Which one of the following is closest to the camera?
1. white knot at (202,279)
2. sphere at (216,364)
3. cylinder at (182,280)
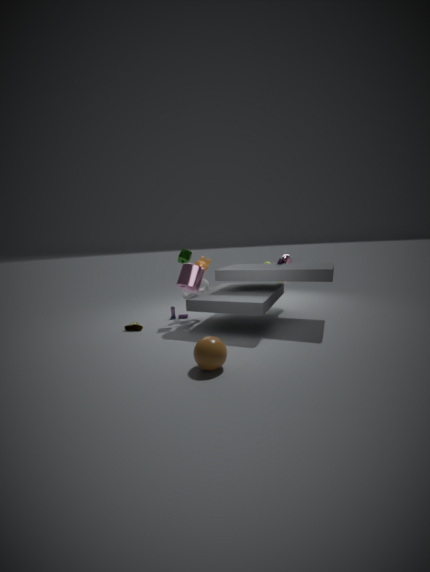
sphere at (216,364)
